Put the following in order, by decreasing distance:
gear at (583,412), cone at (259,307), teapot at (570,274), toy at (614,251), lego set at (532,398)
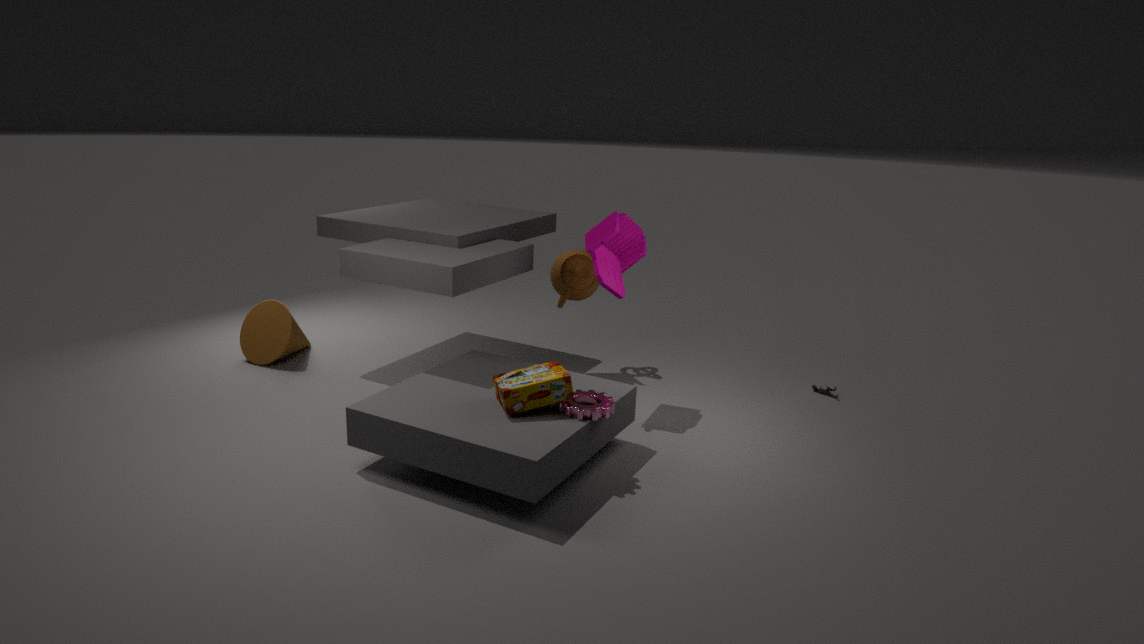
cone at (259,307) < teapot at (570,274) < toy at (614,251) < gear at (583,412) < lego set at (532,398)
